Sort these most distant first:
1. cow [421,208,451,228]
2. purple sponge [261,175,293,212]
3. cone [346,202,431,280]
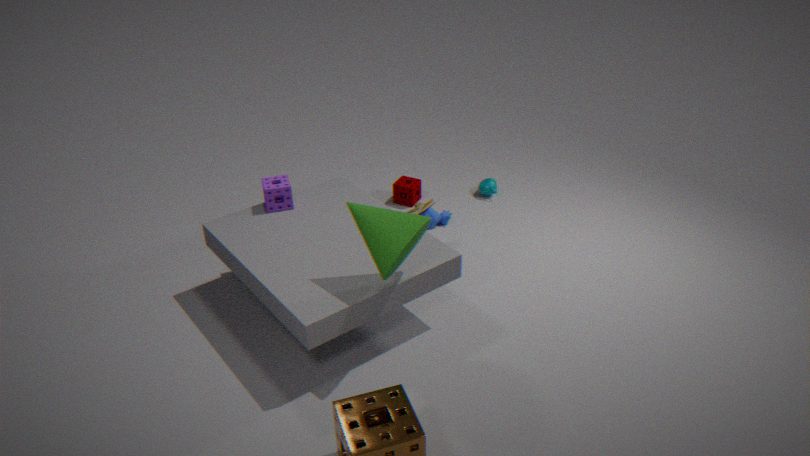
cow [421,208,451,228]
purple sponge [261,175,293,212]
cone [346,202,431,280]
